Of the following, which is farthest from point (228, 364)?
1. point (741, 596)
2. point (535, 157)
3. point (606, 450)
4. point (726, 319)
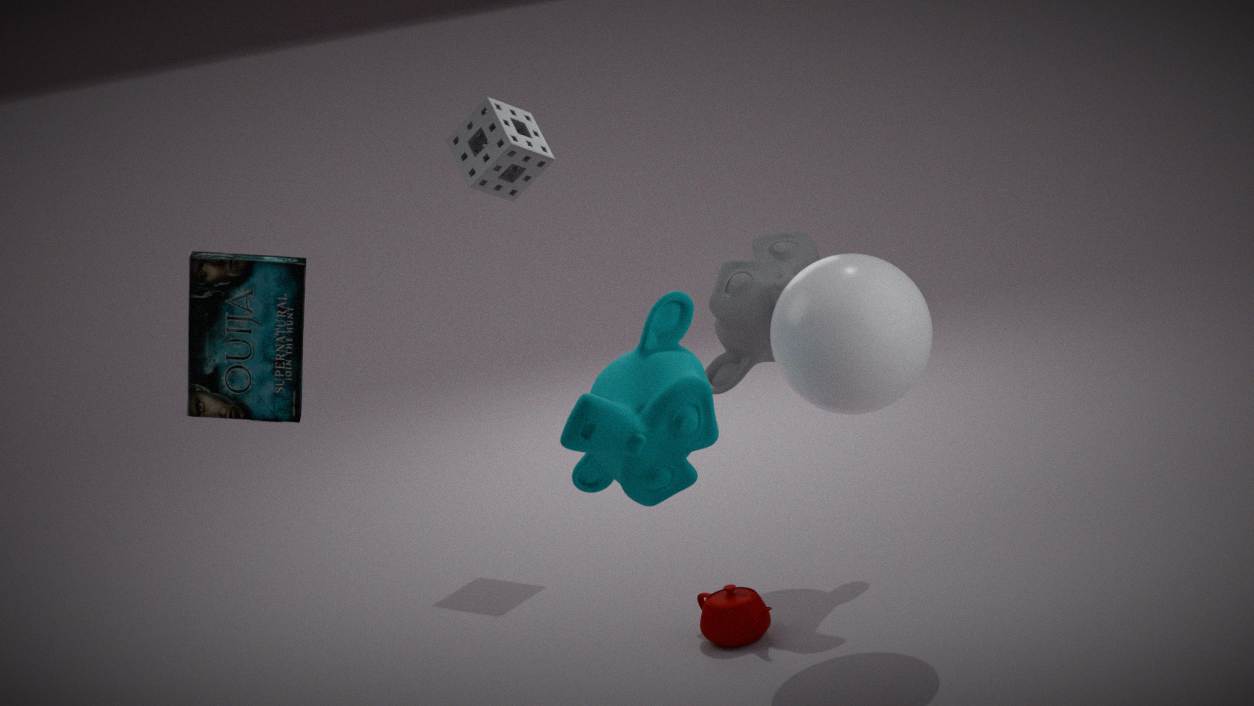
point (535, 157)
